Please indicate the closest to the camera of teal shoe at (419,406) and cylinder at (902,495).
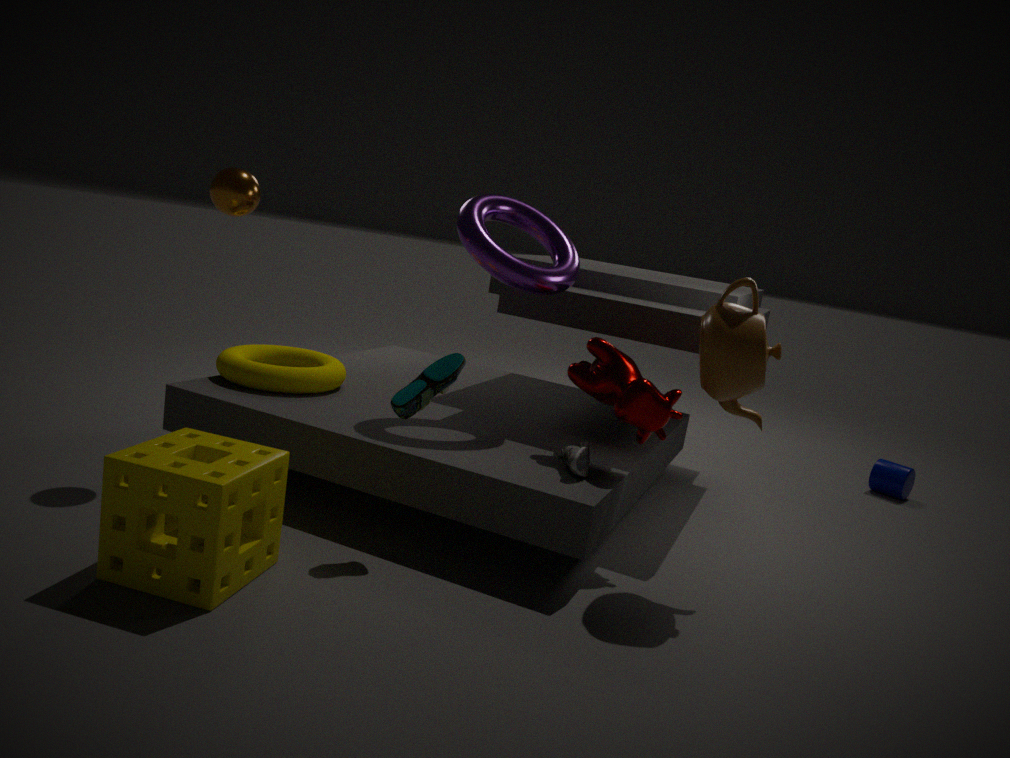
teal shoe at (419,406)
